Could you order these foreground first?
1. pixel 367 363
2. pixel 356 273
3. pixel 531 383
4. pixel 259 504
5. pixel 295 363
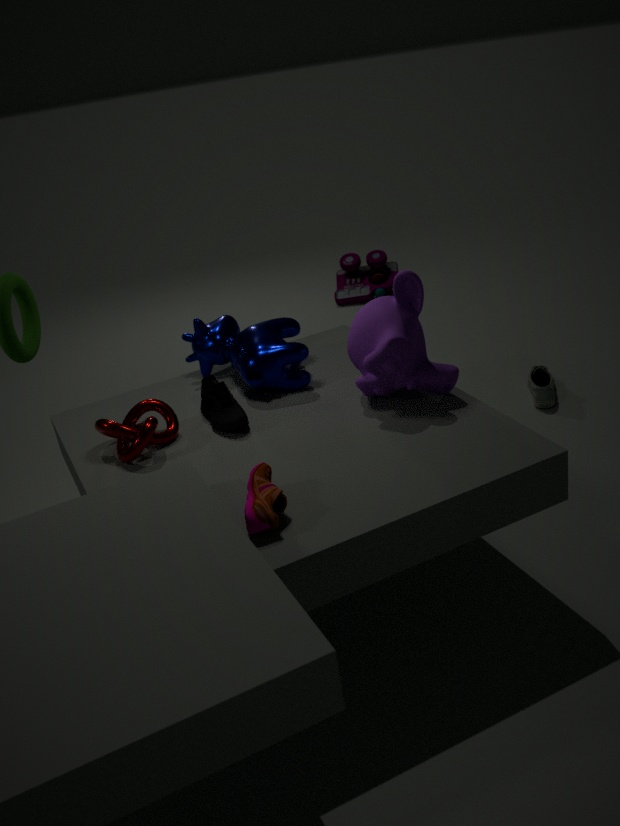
pixel 259 504, pixel 367 363, pixel 295 363, pixel 531 383, pixel 356 273
